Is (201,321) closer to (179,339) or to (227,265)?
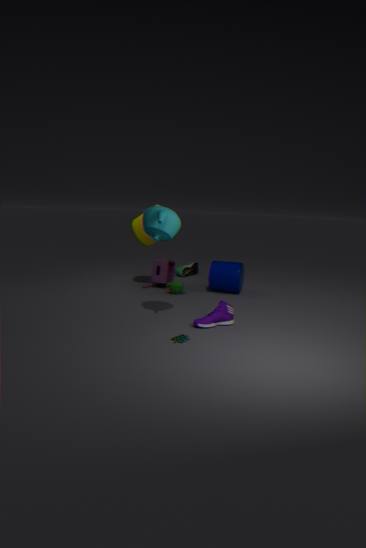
(179,339)
